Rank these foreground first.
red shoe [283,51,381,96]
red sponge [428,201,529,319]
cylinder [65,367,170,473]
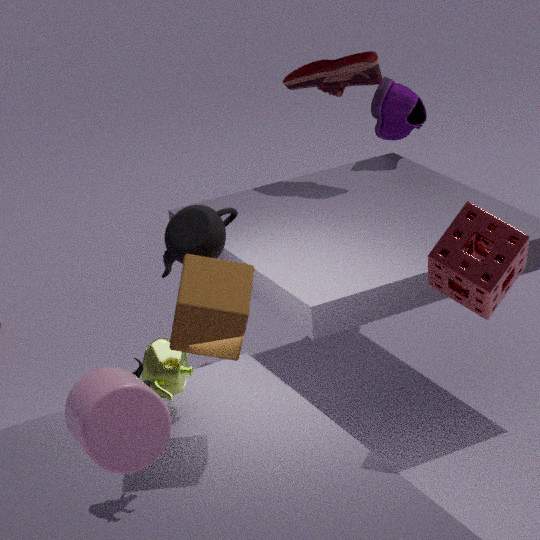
1. cylinder [65,367,170,473]
2. red sponge [428,201,529,319]
3. red shoe [283,51,381,96]
